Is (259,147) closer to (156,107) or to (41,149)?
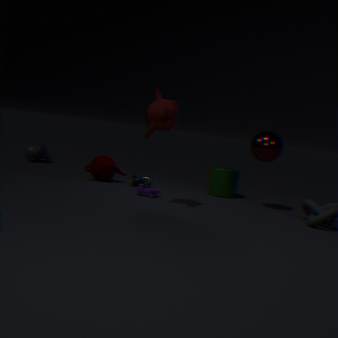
(156,107)
